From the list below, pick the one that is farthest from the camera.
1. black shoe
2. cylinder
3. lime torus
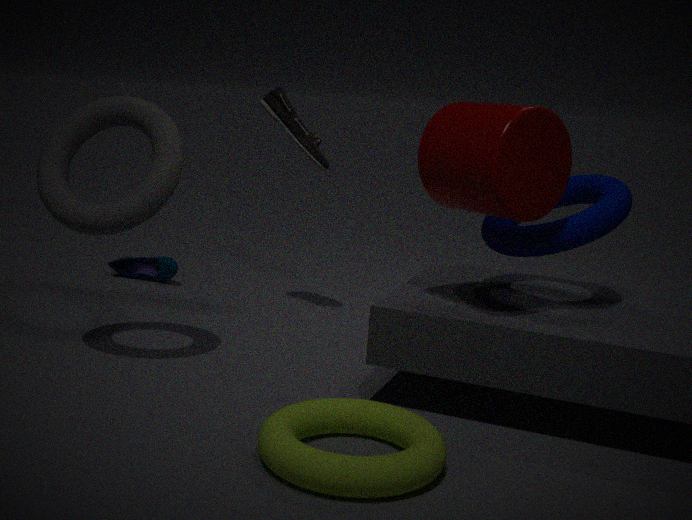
black shoe
